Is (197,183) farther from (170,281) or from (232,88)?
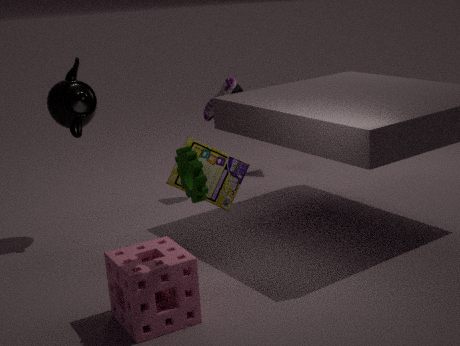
(232,88)
